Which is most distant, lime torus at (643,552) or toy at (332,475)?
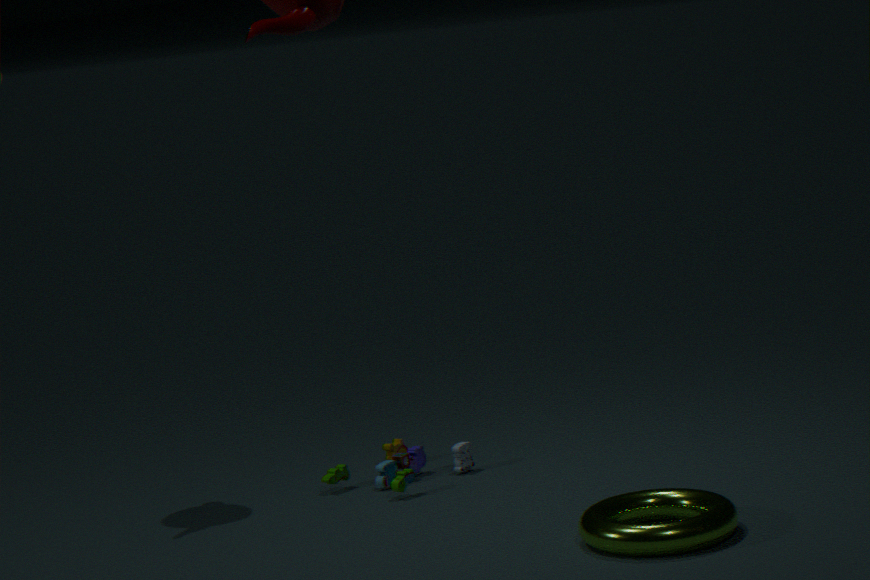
toy at (332,475)
